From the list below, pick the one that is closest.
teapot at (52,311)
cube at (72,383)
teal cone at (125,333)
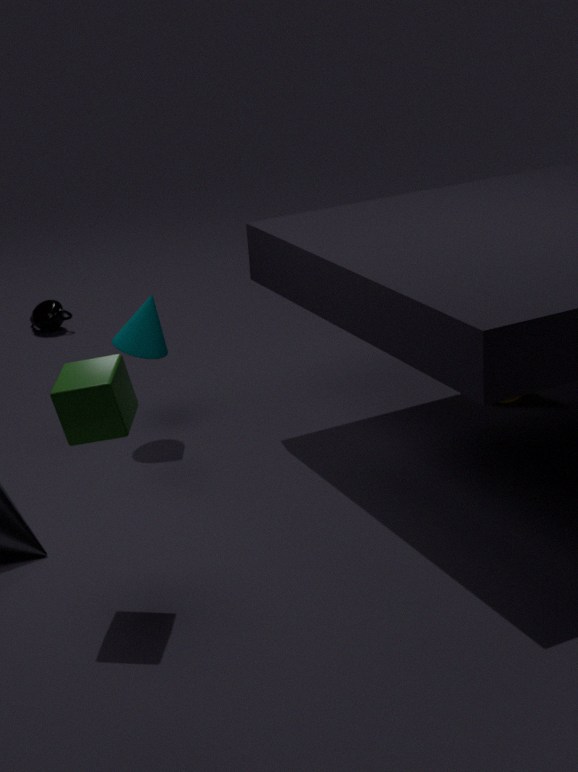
cube at (72,383)
